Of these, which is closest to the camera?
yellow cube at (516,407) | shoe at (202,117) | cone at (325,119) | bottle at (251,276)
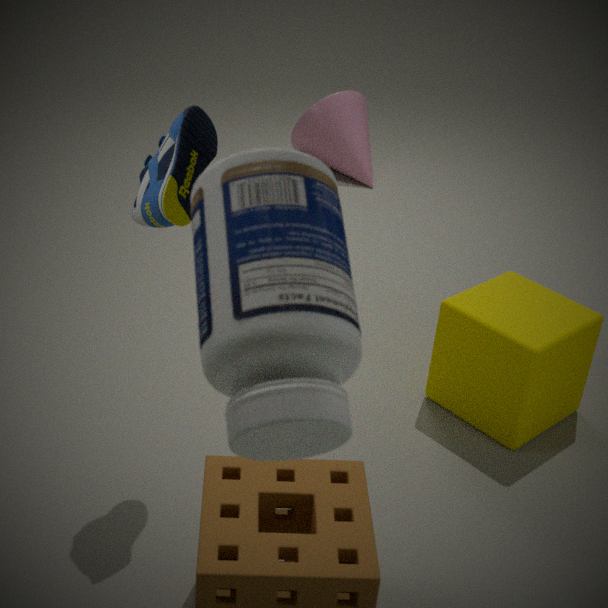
bottle at (251,276)
